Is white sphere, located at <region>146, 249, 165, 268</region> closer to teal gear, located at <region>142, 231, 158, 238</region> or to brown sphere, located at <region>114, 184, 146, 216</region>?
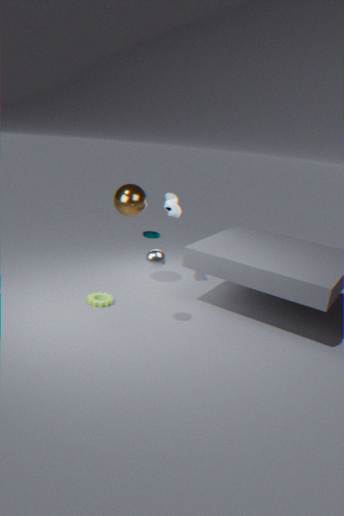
brown sphere, located at <region>114, 184, 146, 216</region>
